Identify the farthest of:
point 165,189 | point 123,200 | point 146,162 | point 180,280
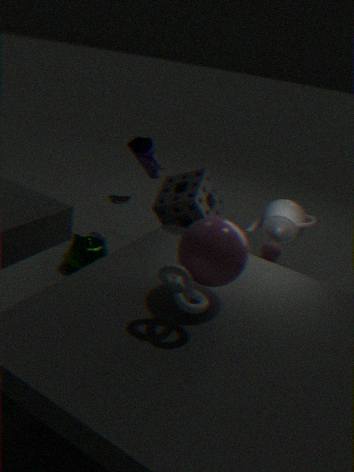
point 123,200
